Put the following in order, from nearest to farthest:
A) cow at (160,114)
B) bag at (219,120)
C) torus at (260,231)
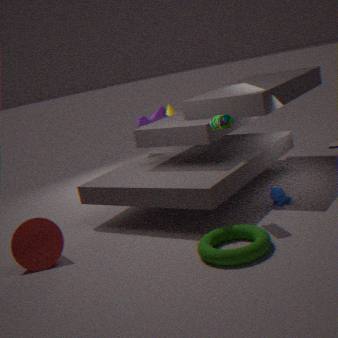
1. torus at (260,231)
2. bag at (219,120)
3. cow at (160,114)
